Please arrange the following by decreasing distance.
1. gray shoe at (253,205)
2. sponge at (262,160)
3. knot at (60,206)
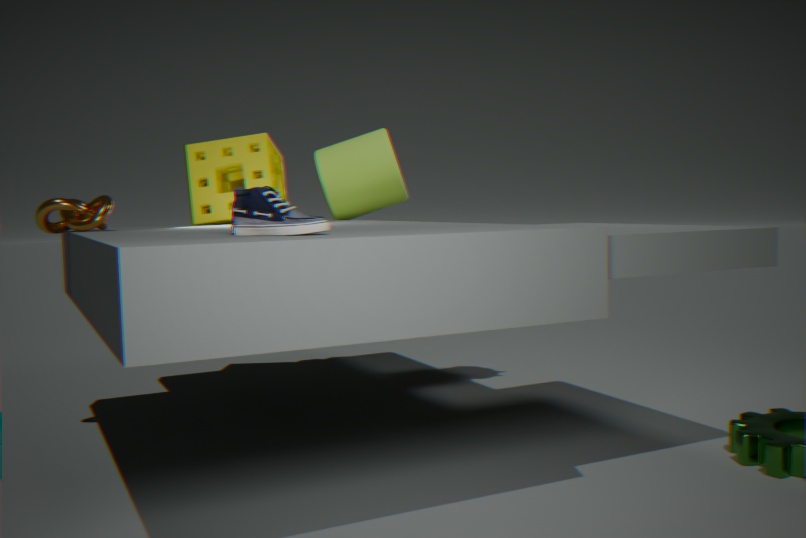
1. sponge at (262,160)
2. knot at (60,206)
3. gray shoe at (253,205)
